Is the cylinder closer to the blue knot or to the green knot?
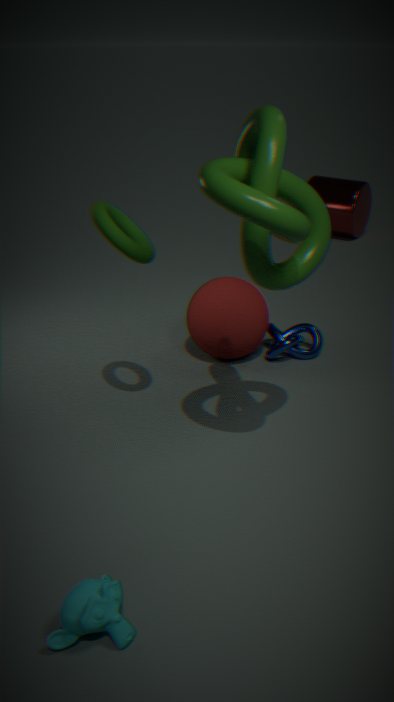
the blue knot
